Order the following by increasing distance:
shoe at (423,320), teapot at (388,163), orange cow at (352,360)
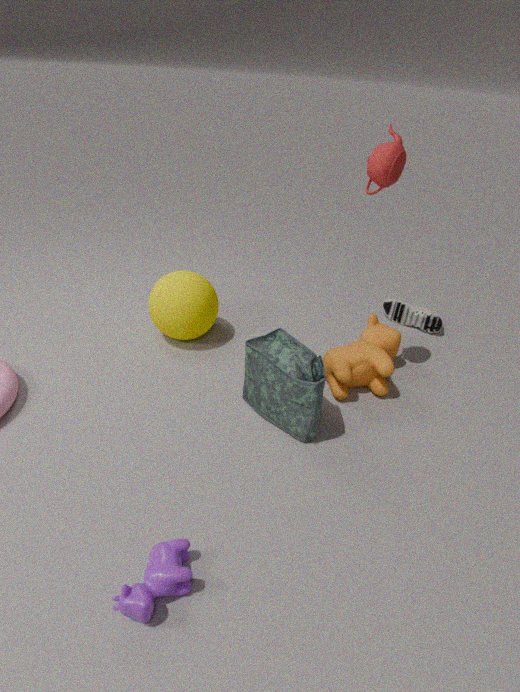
teapot at (388,163) < orange cow at (352,360) < shoe at (423,320)
